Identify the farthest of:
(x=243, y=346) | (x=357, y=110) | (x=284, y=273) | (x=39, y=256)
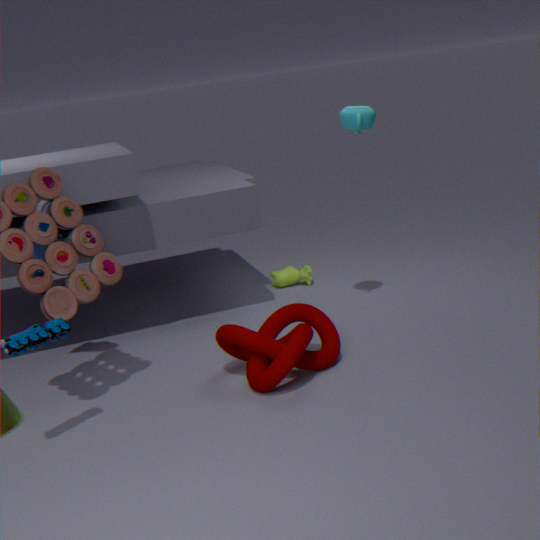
(x=284, y=273)
